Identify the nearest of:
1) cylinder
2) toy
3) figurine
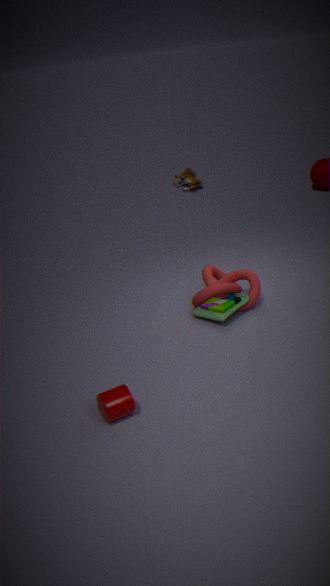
1. cylinder
